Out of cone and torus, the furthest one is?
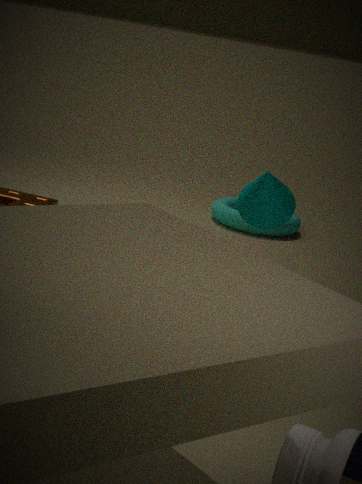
torus
